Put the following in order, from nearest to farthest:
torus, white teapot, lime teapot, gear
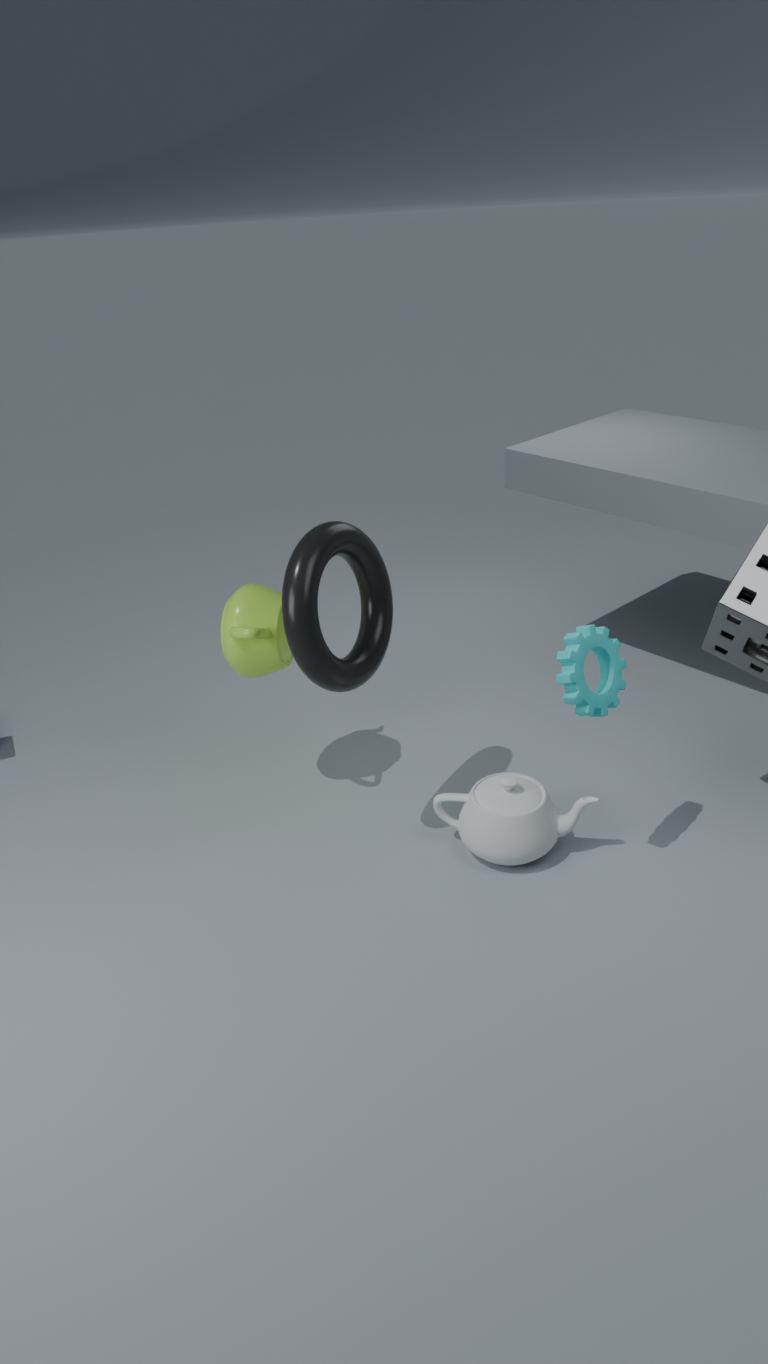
gear, torus, white teapot, lime teapot
